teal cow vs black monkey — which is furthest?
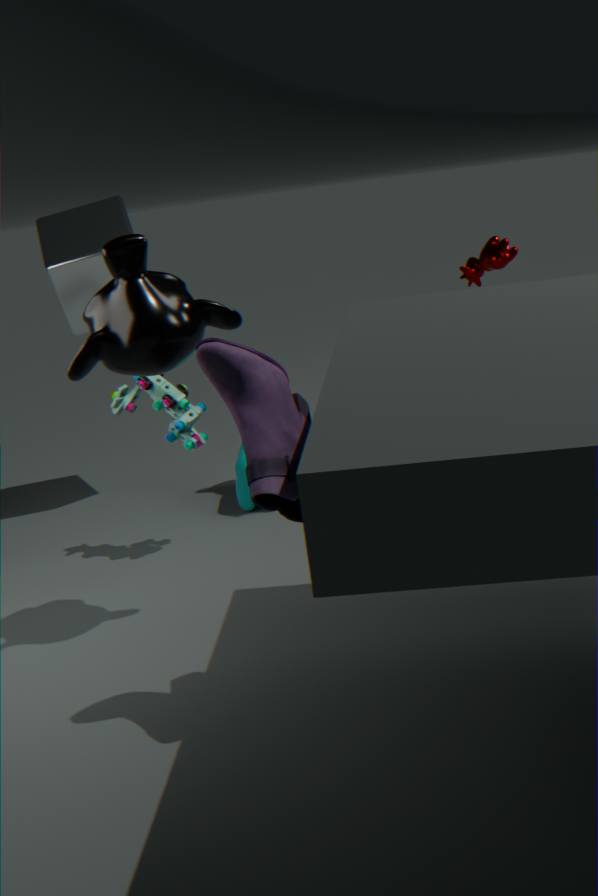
teal cow
